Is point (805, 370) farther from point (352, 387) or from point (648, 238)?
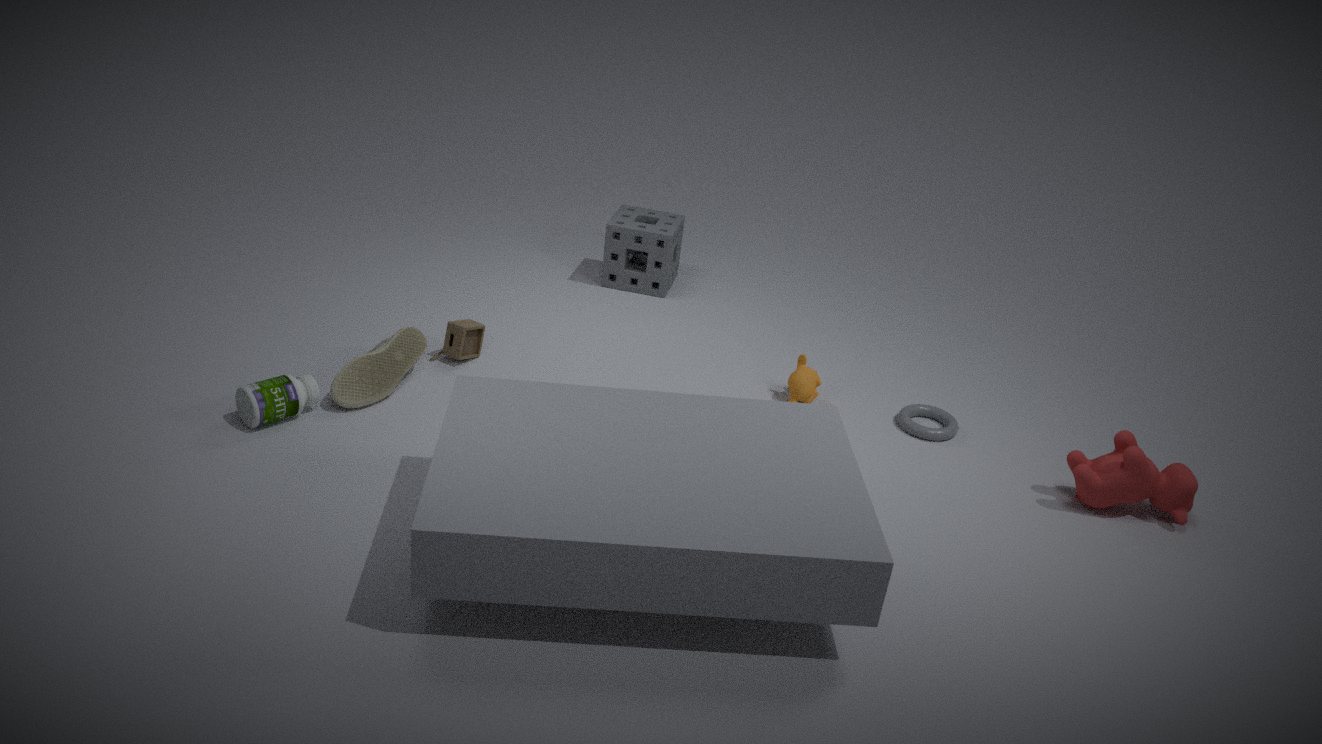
point (352, 387)
